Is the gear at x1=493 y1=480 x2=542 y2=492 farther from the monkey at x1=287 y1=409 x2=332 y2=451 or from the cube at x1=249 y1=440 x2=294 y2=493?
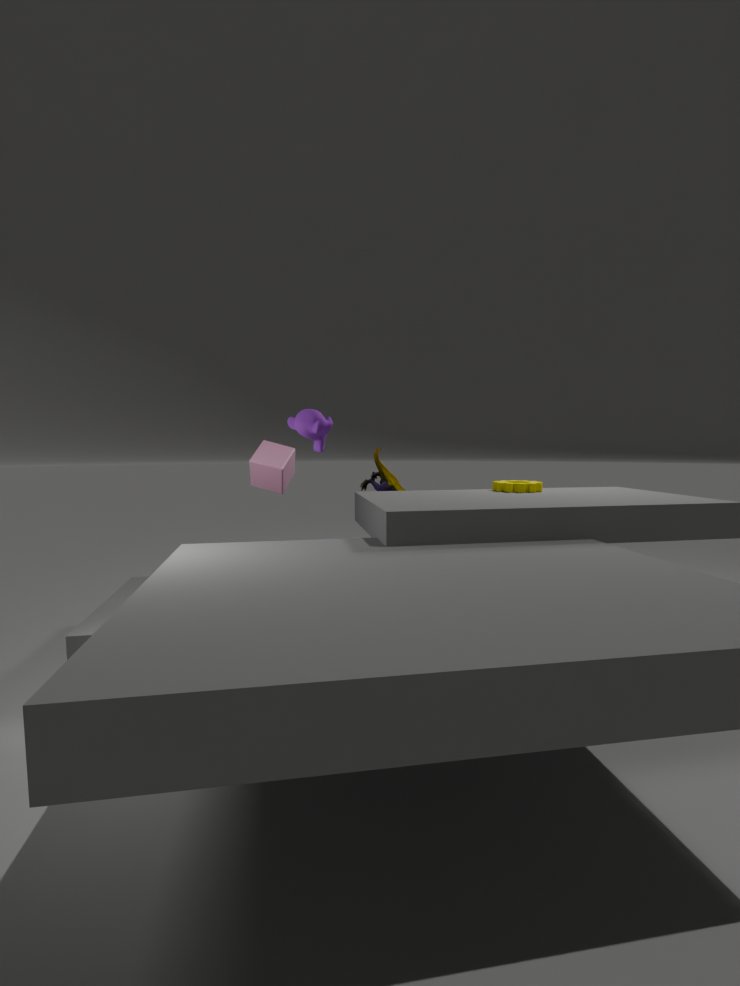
the cube at x1=249 y1=440 x2=294 y2=493
